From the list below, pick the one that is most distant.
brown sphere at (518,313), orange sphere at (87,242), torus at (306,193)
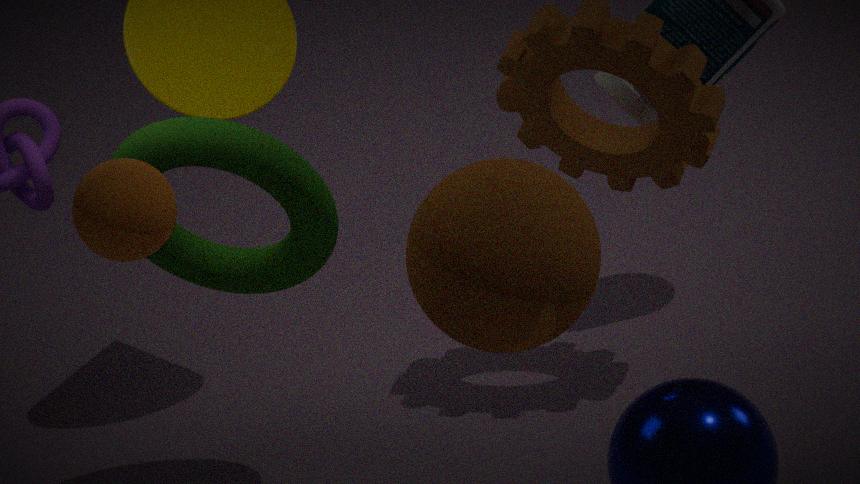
torus at (306,193)
